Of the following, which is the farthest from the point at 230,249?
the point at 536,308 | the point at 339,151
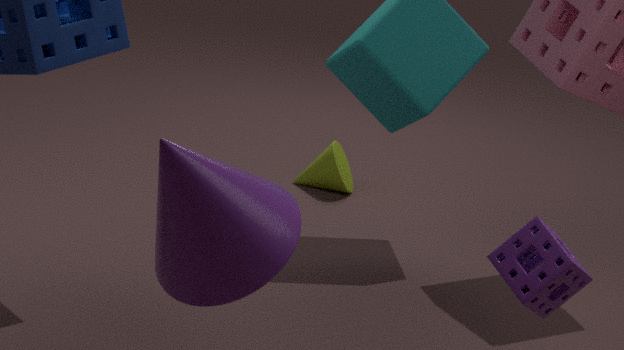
the point at 339,151
